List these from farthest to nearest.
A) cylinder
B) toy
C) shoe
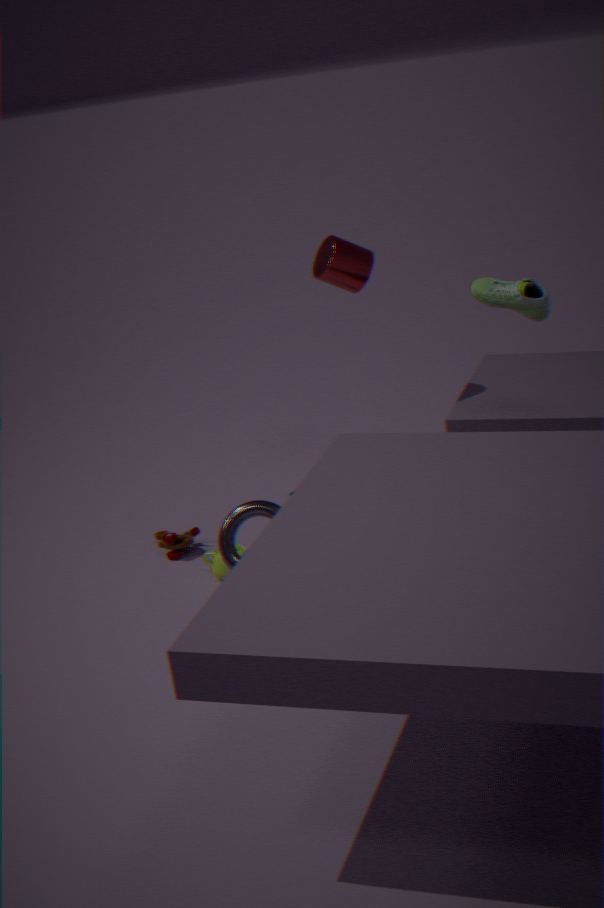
toy
cylinder
shoe
